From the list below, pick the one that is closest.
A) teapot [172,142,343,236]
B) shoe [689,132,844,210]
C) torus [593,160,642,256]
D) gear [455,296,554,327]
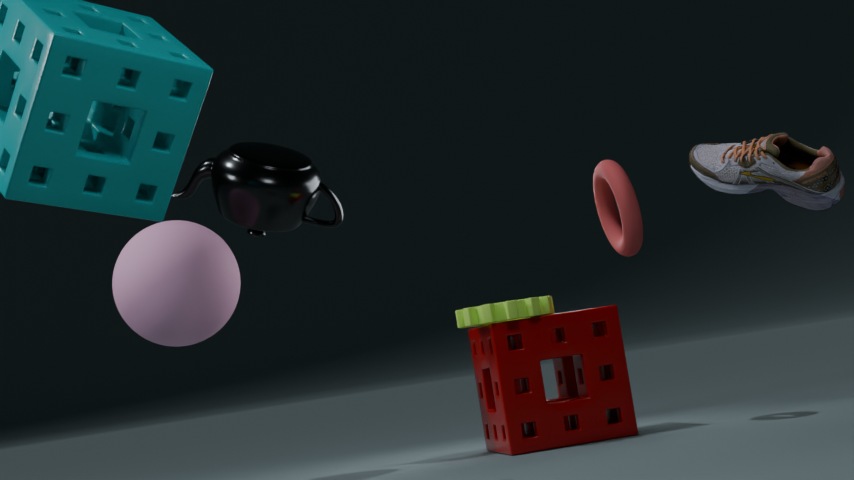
shoe [689,132,844,210]
